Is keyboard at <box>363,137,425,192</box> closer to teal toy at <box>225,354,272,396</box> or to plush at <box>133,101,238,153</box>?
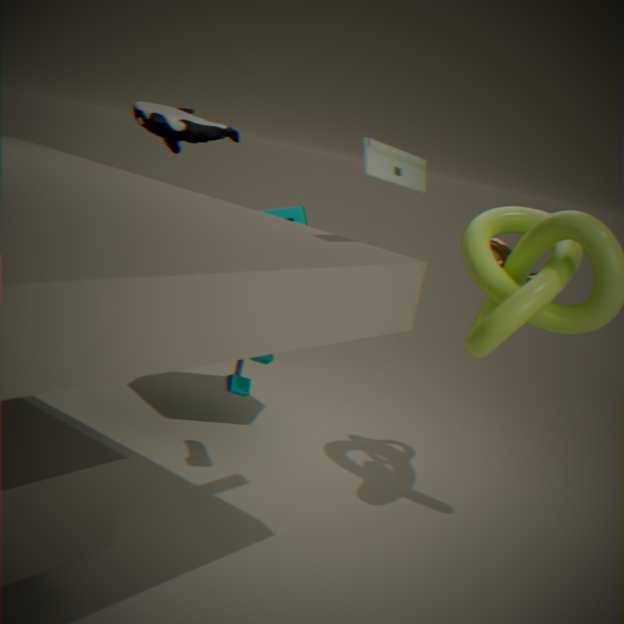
teal toy at <box>225,354,272,396</box>
